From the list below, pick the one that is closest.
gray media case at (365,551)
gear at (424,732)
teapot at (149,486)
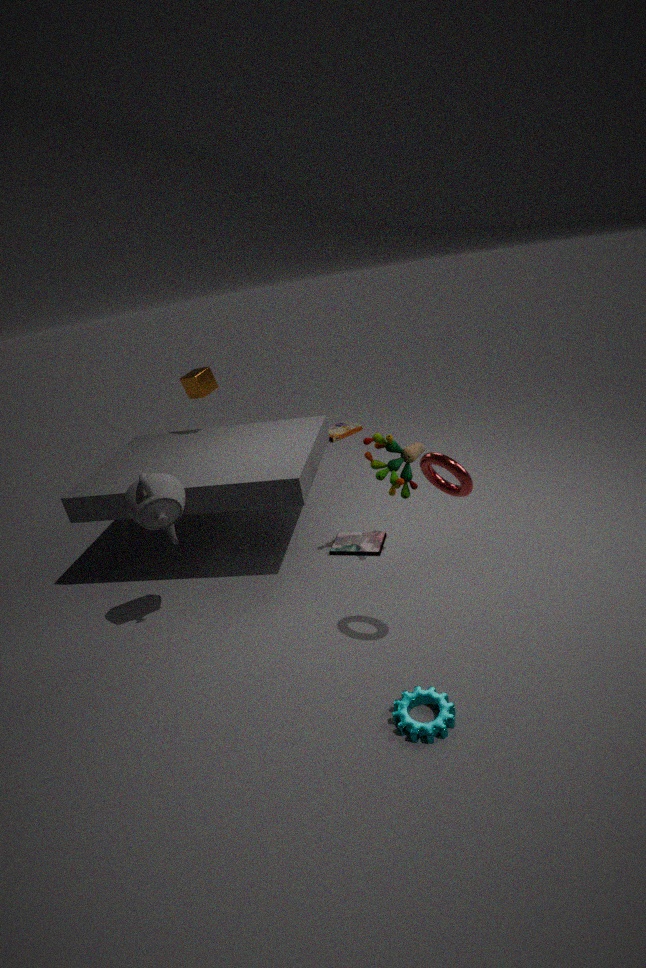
gear at (424,732)
